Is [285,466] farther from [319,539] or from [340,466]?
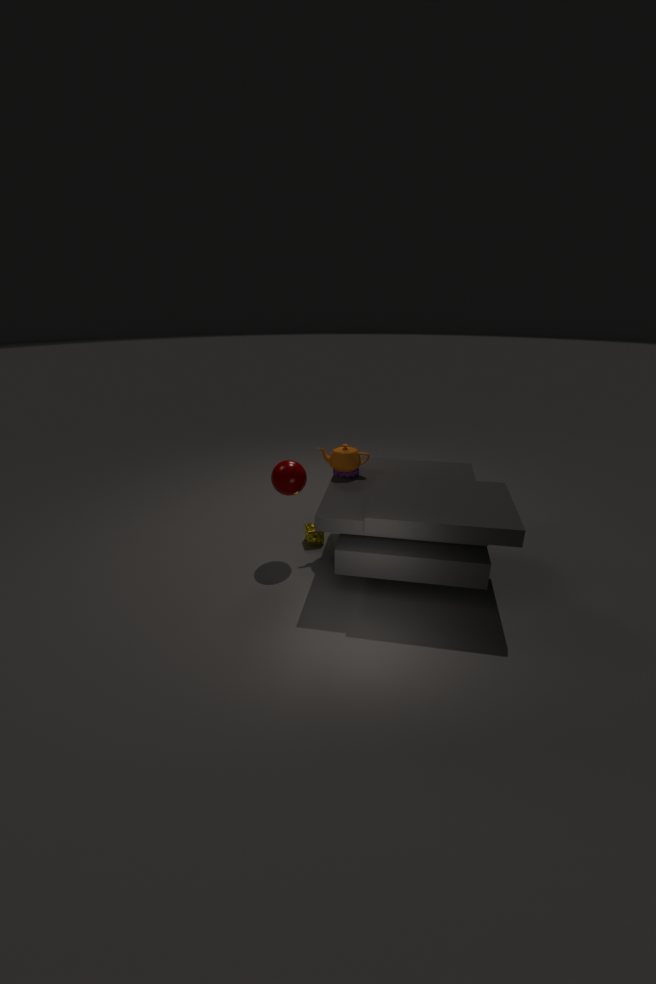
[319,539]
